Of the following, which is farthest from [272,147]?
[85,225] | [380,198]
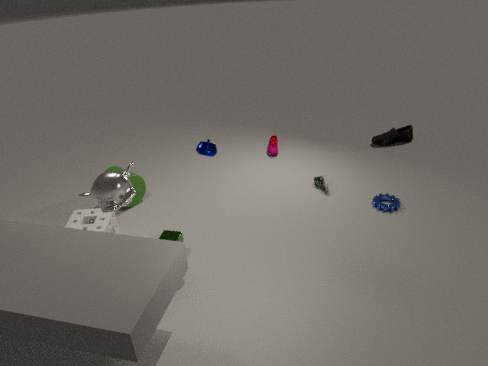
[85,225]
